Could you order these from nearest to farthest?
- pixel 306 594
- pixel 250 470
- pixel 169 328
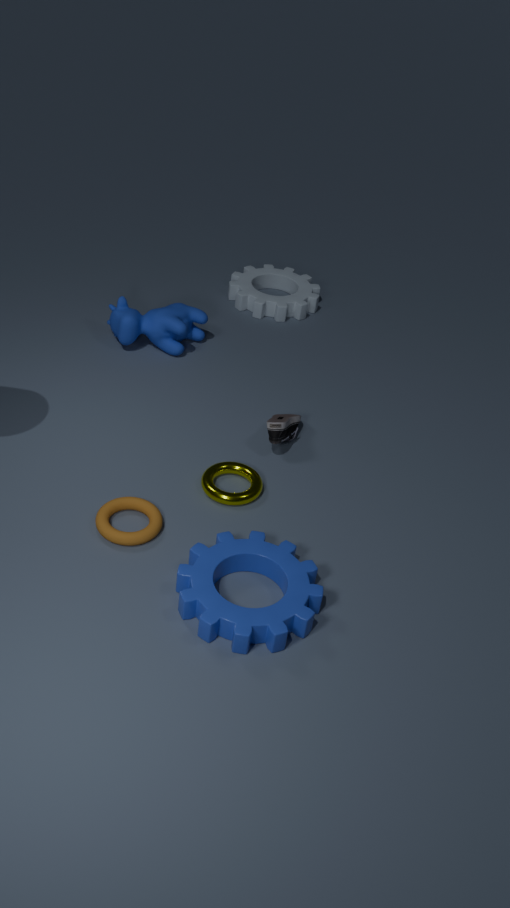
pixel 306 594, pixel 250 470, pixel 169 328
